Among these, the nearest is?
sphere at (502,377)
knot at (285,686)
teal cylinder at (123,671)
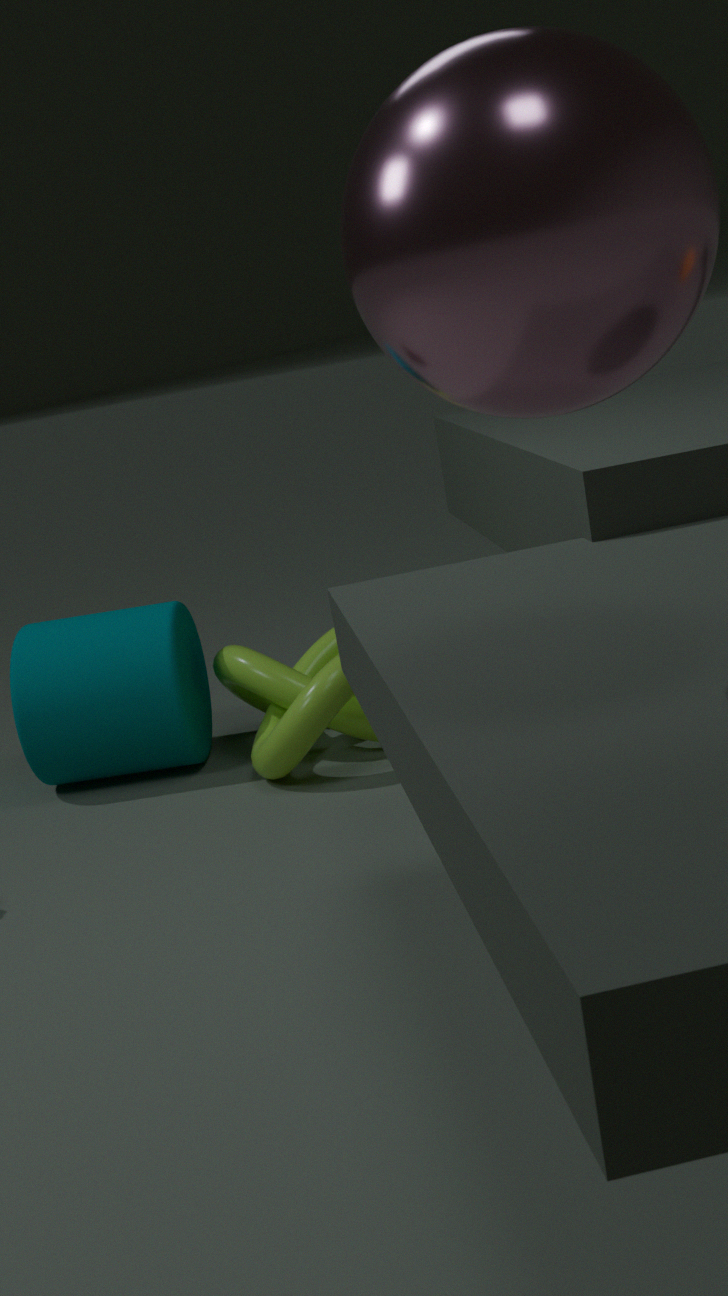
sphere at (502,377)
